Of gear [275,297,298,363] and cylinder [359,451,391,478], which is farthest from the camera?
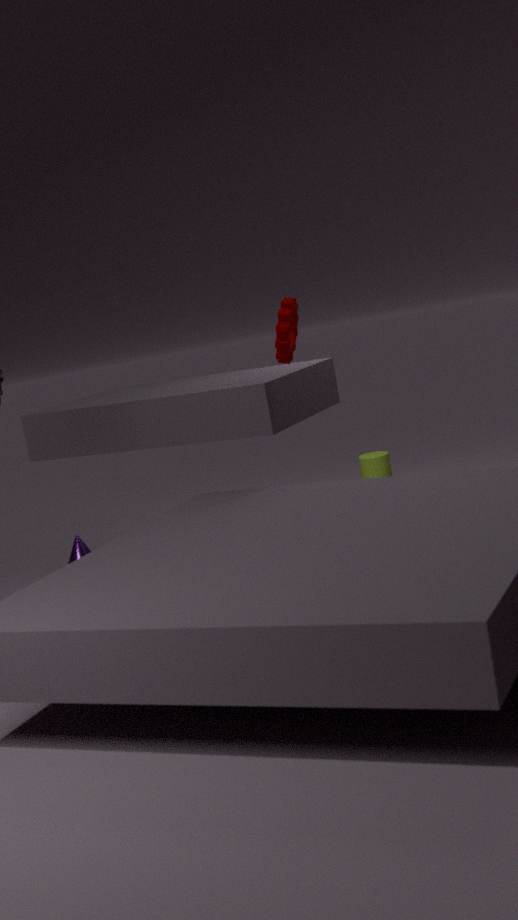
cylinder [359,451,391,478]
